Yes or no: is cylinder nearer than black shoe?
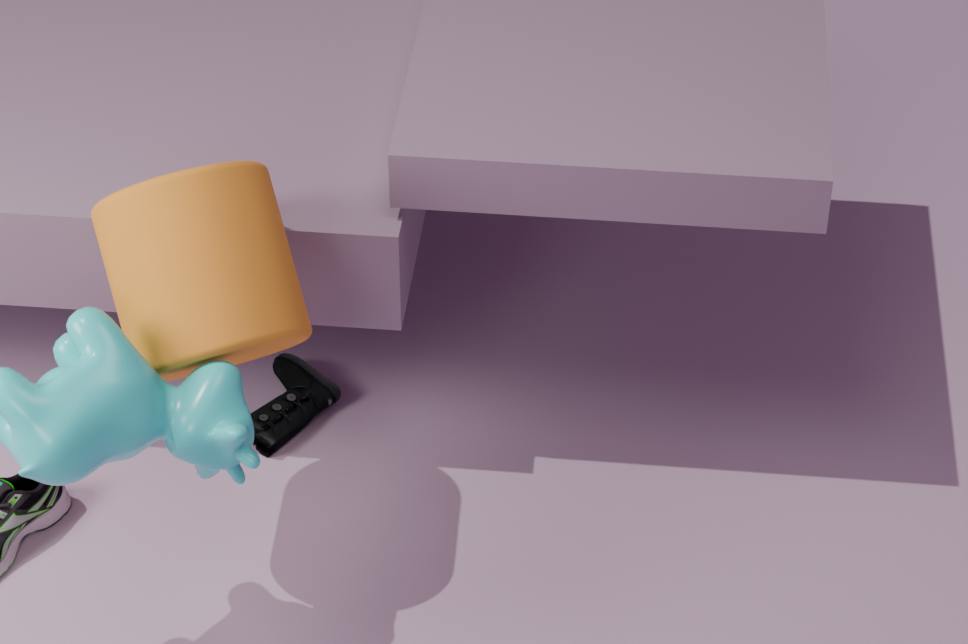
Yes
